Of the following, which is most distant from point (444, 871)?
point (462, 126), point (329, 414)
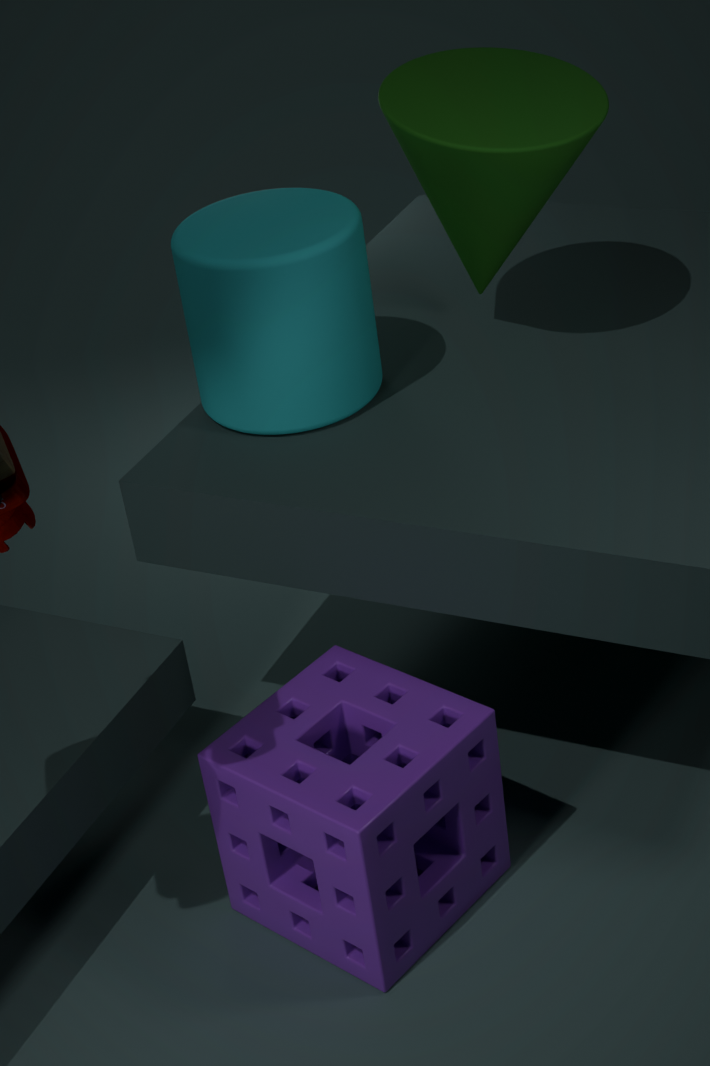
point (462, 126)
